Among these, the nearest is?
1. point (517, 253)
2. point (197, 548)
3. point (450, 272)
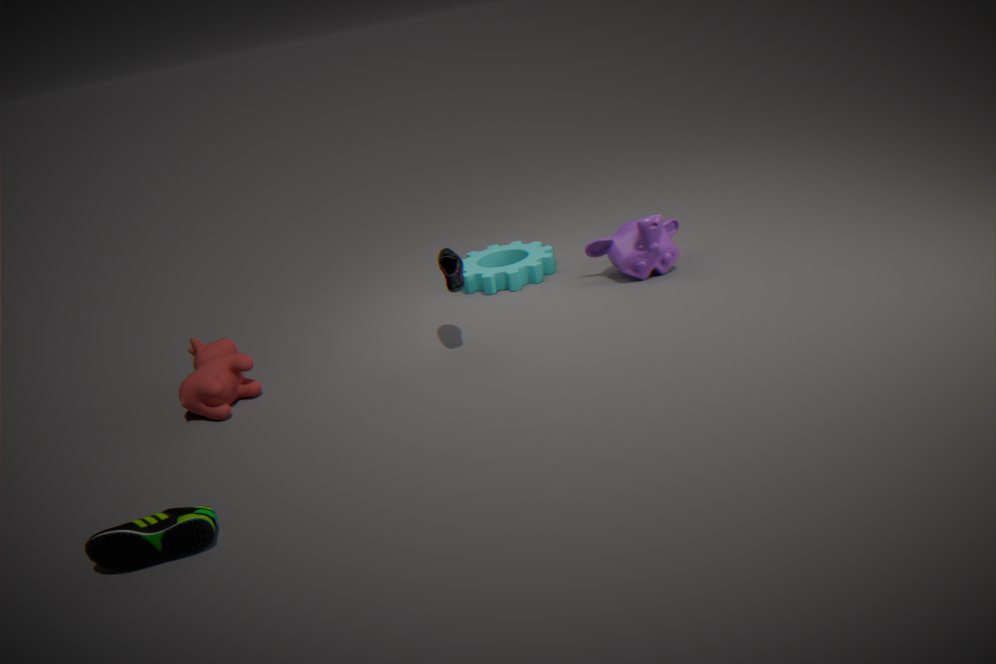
point (197, 548)
